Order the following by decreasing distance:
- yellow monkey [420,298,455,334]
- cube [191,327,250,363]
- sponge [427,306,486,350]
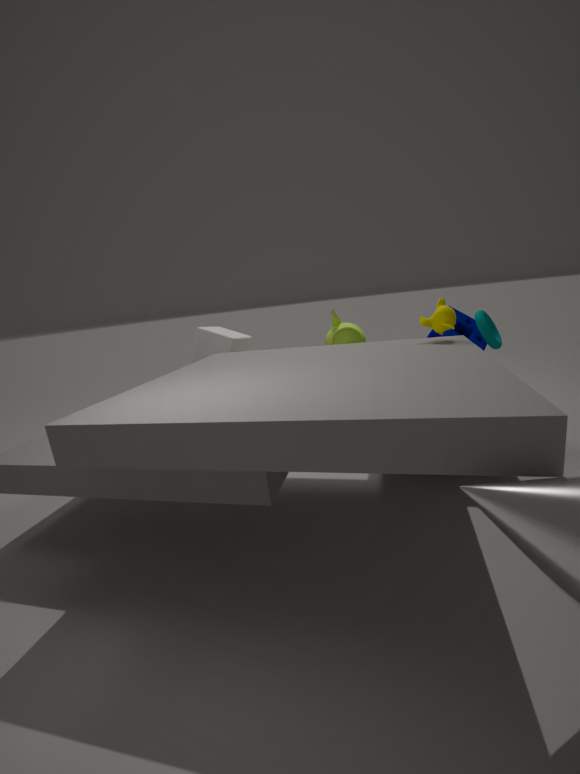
cube [191,327,250,363]
sponge [427,306,486,350]
yellow monkey [420,298,455,334]
